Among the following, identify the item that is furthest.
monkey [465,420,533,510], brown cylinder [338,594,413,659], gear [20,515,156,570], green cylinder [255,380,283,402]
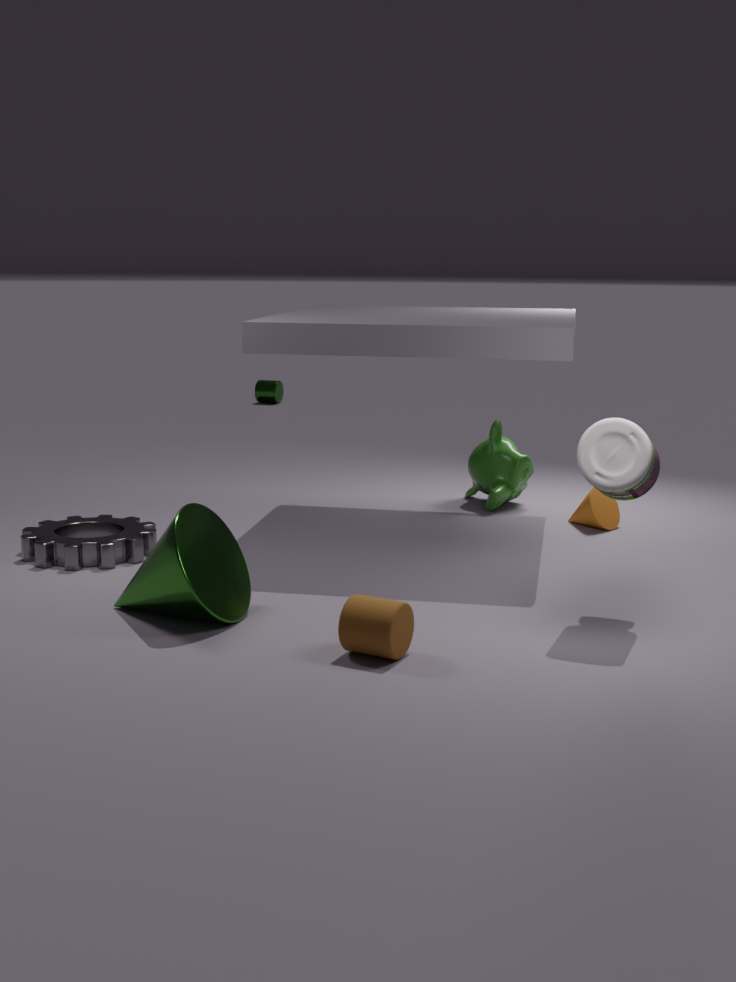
green cylinder [255,380,283,402]
